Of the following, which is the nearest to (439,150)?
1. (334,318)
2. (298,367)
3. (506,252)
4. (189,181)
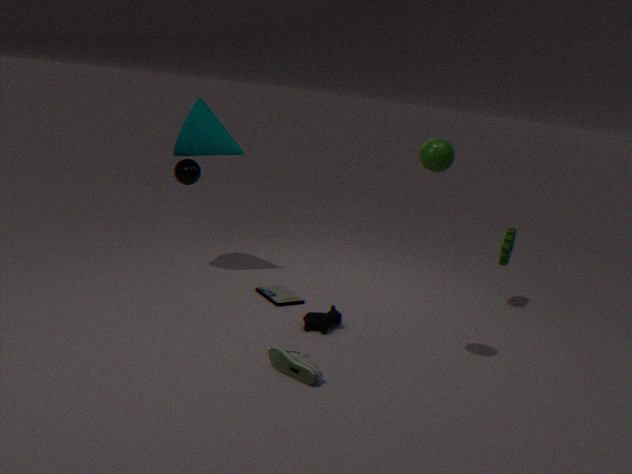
(334,318)
